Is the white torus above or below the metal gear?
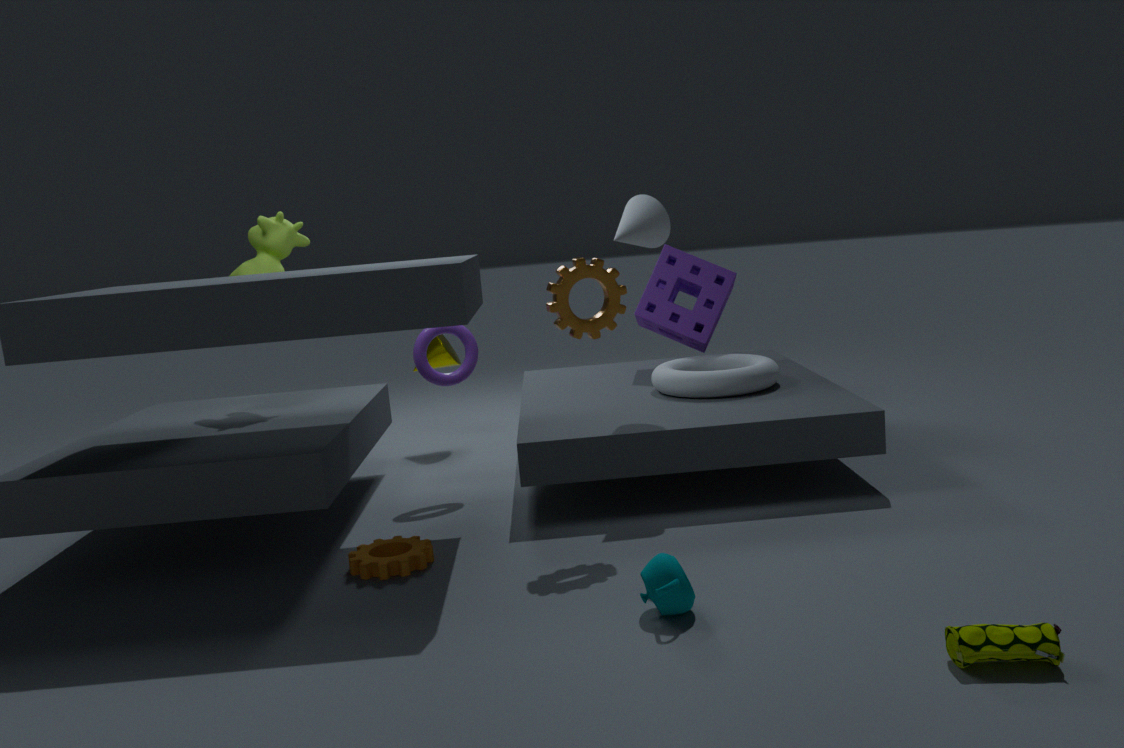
below
